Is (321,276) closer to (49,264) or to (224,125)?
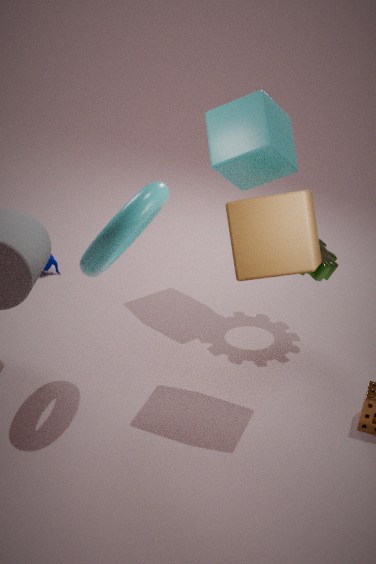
(224,125)
